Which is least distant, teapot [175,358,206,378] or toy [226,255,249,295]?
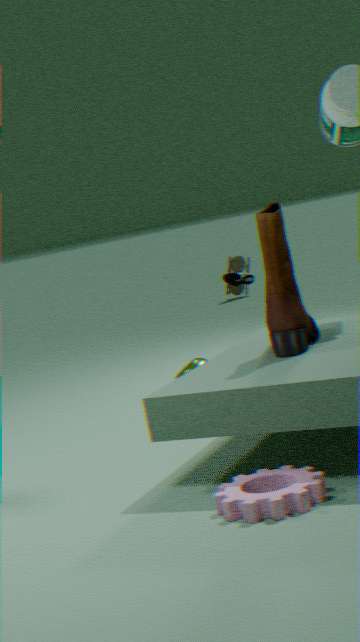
teapot [175,358,206,378]
